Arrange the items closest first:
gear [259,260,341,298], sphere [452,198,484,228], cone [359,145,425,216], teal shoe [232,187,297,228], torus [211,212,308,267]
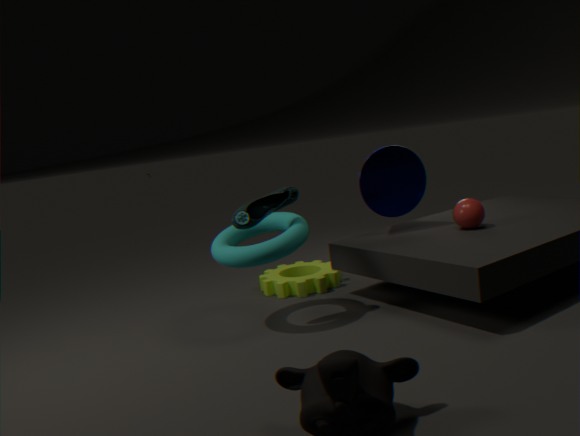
torus [211,212,308,267], teal shoe [232,187,297,228], sphere [452,198,484,228], cone [359,145,425,216], gear [259,260,341,298]
